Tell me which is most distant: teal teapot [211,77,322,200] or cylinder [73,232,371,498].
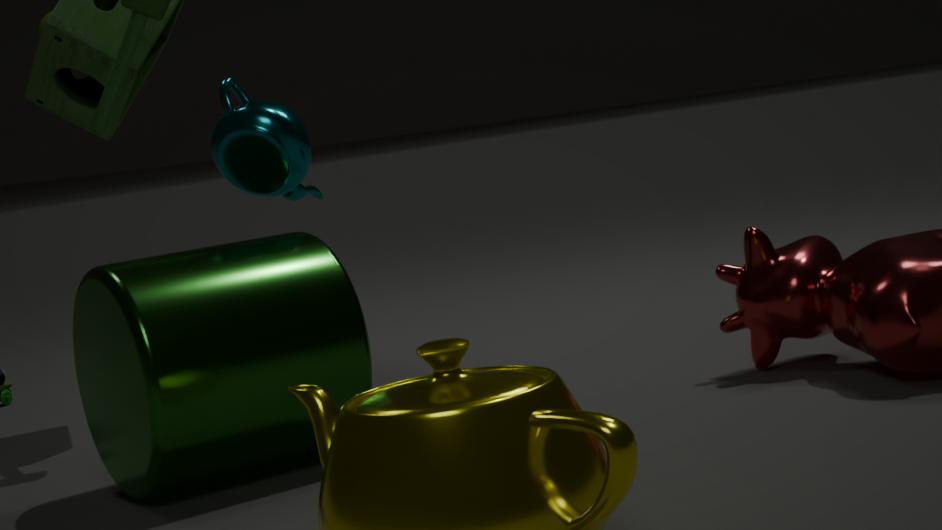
teal teapot [211,77,322,200]
